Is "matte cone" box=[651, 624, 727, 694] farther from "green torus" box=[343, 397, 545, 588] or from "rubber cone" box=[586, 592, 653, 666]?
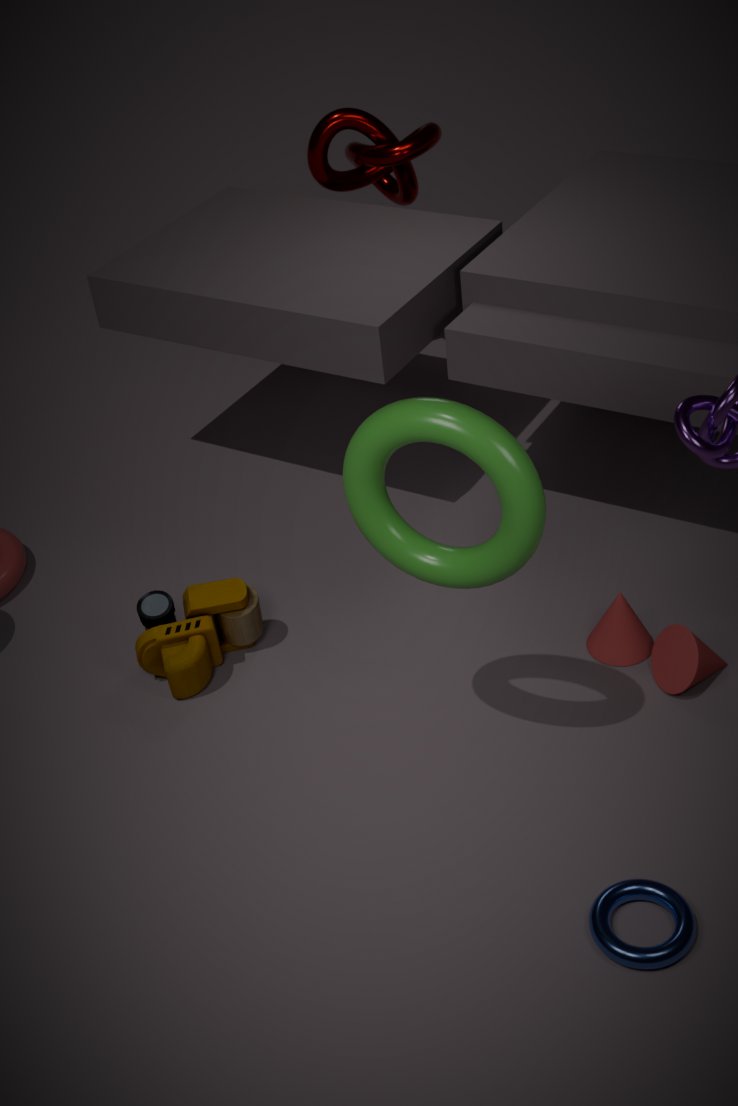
"green torus" box=[343, 397, 545, 588]
